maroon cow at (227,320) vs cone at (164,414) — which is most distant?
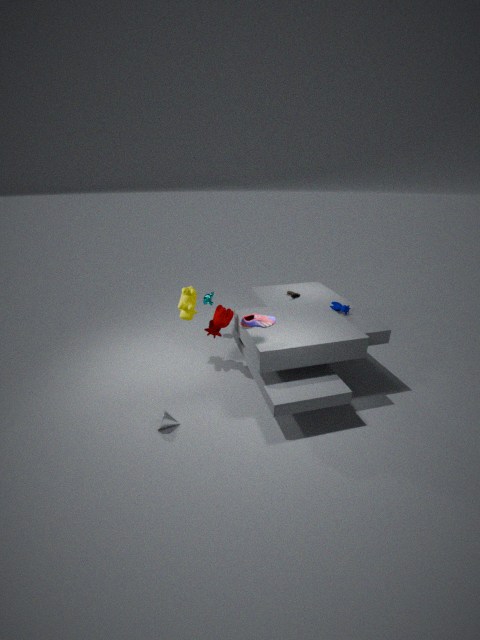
maroon cow at (227,320)
